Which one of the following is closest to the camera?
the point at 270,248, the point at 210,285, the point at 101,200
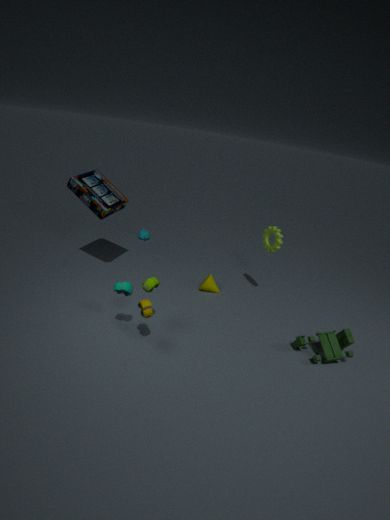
the point at 101,200
